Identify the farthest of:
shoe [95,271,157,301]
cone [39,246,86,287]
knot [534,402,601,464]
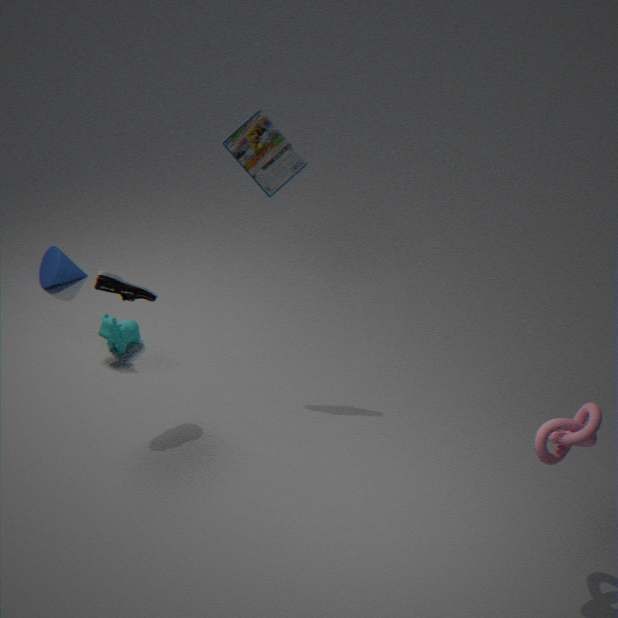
cone [39,246,86,287]
